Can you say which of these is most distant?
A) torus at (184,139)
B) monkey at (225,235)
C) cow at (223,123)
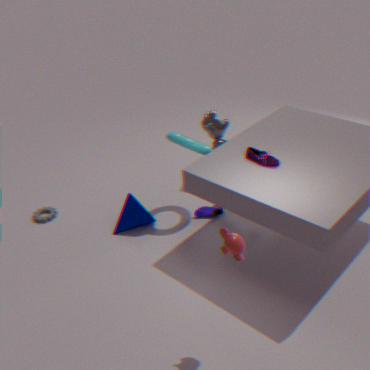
cow at (223,123)
